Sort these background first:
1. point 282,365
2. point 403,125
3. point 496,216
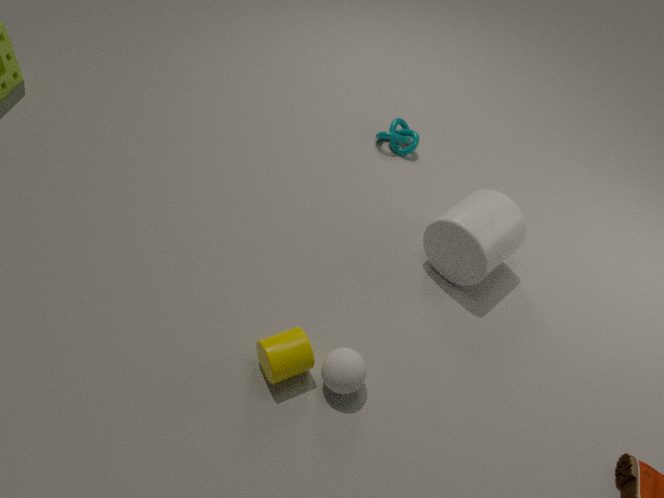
point 403,125
point 496,216
point 282,365
